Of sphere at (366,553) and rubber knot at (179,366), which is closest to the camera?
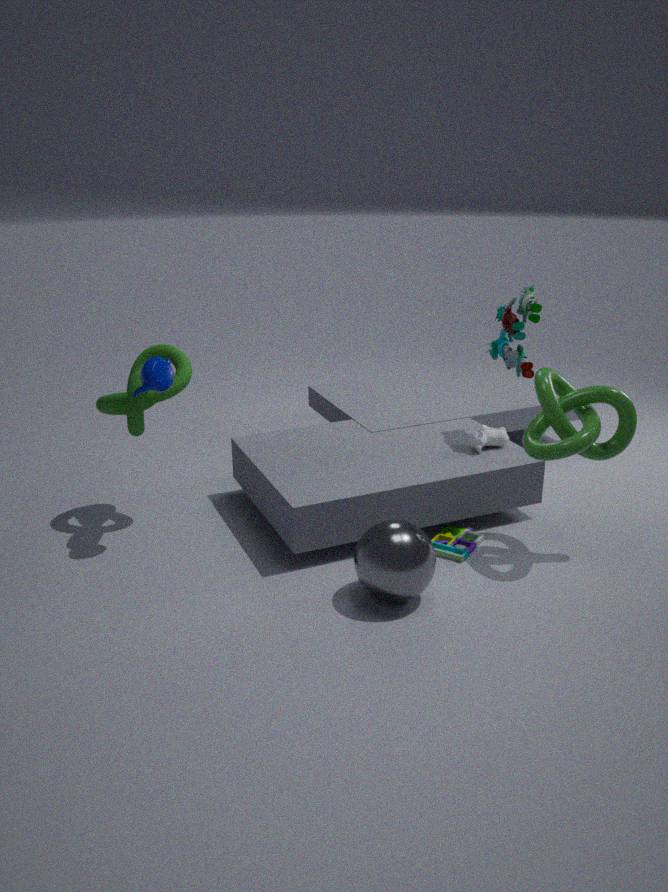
sphere at (366,553)
